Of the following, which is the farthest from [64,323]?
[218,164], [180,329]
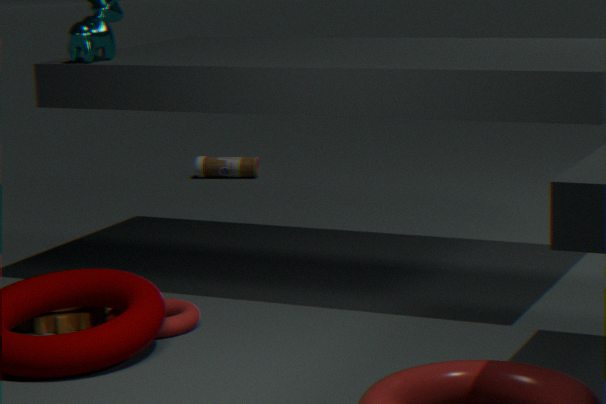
[218,164]
